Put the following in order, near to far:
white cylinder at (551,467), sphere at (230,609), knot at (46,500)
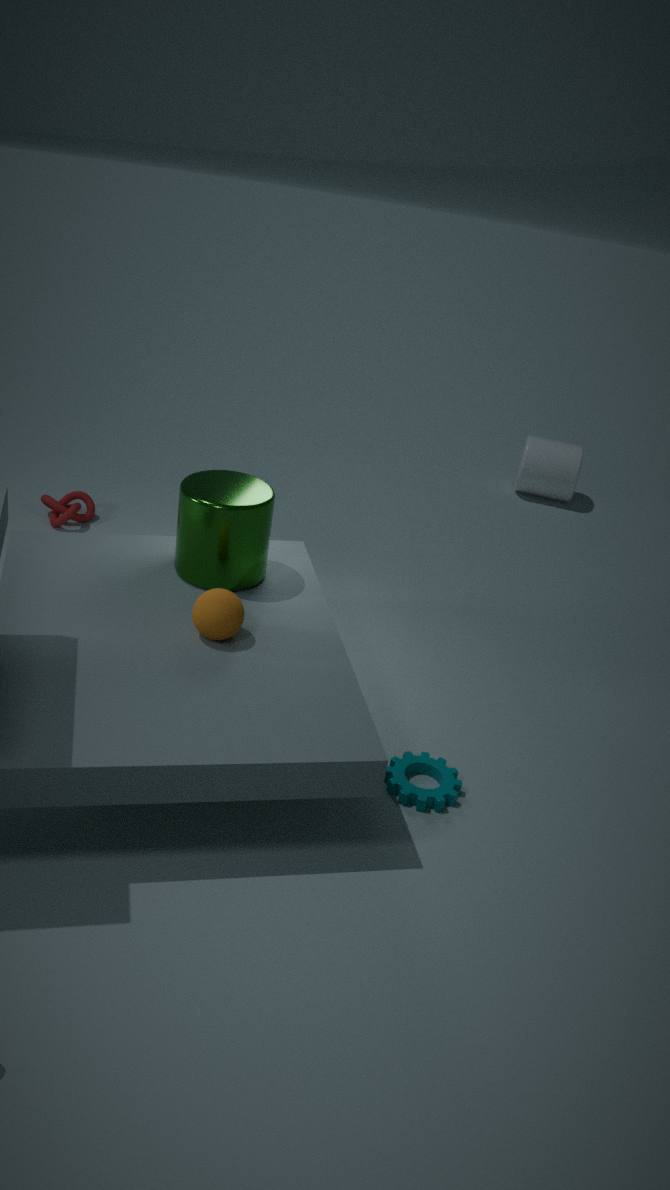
sphere at (230,609) < knot at (46,500) < white cylinder at (551,467)
